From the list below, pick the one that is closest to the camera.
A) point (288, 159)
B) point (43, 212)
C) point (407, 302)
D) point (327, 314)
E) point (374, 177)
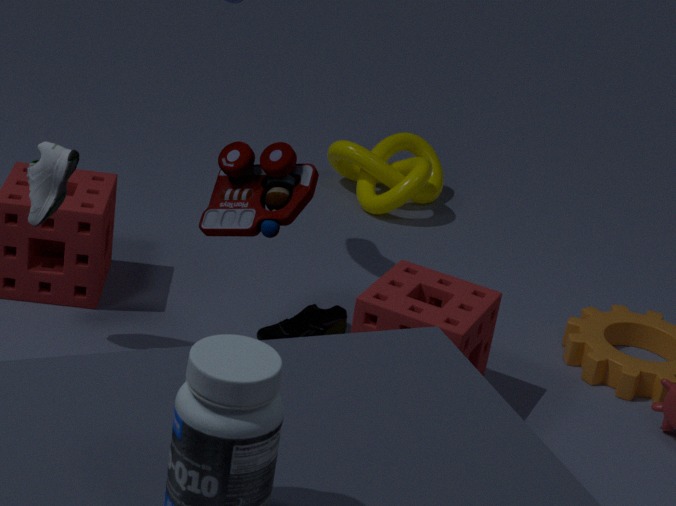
point (43, 212)
